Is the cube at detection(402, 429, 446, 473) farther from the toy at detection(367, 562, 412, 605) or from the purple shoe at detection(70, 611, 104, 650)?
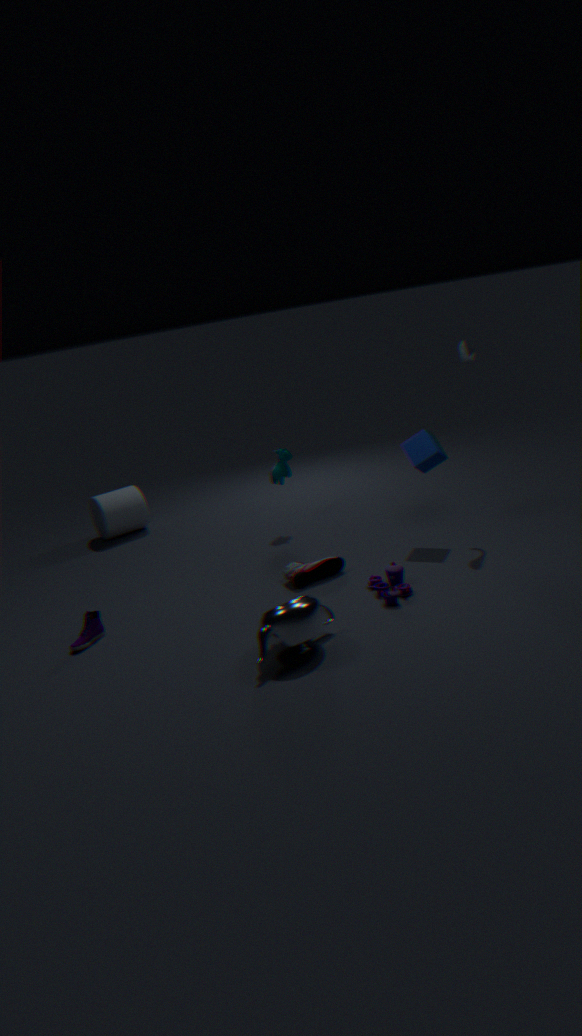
the purple shoe at detection(70, 611, 104, 650)
